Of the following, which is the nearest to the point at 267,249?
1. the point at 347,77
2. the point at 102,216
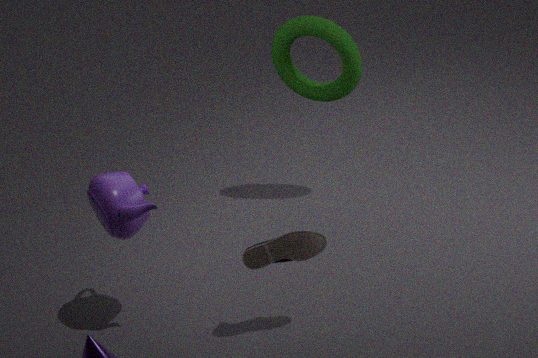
the point at 102,216
